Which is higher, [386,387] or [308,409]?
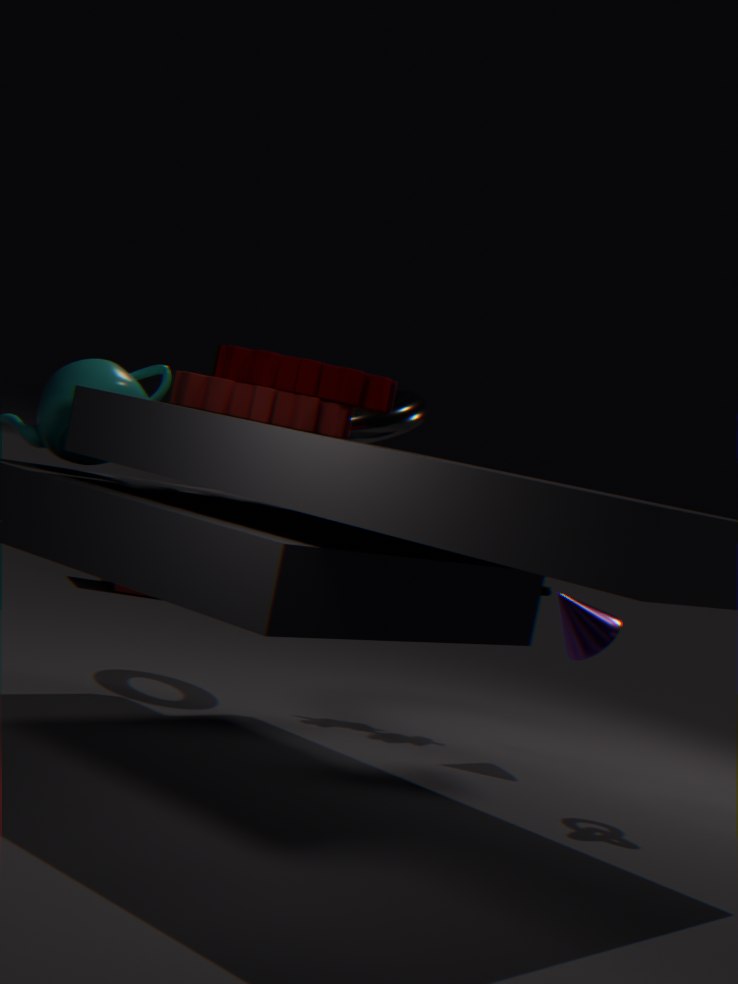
[386,387]
